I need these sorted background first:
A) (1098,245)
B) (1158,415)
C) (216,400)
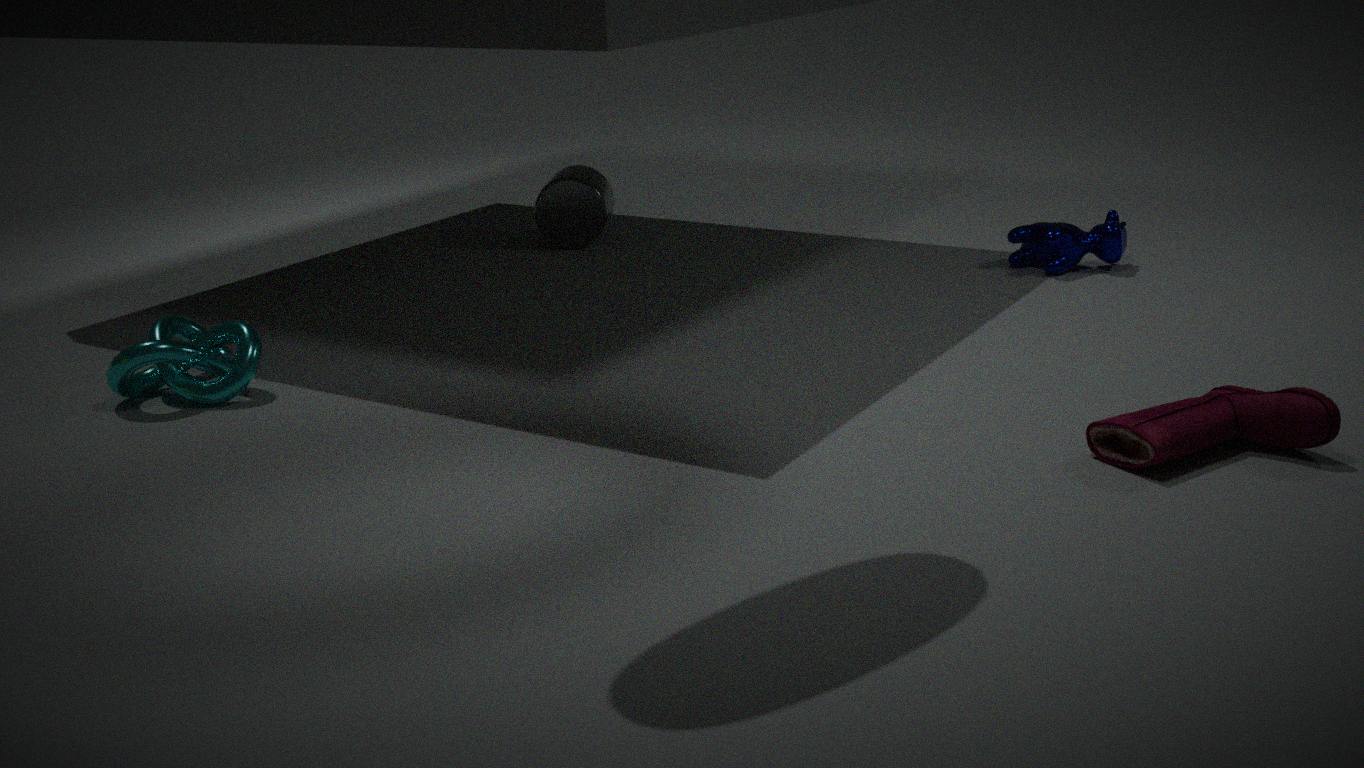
(1098,245)
(216,400)
(1158,415)
